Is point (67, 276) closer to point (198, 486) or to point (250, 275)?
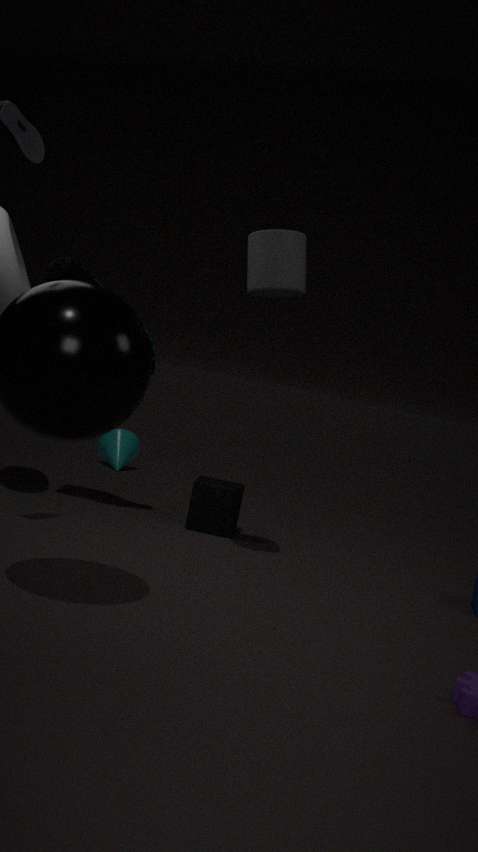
point (250, 275)
